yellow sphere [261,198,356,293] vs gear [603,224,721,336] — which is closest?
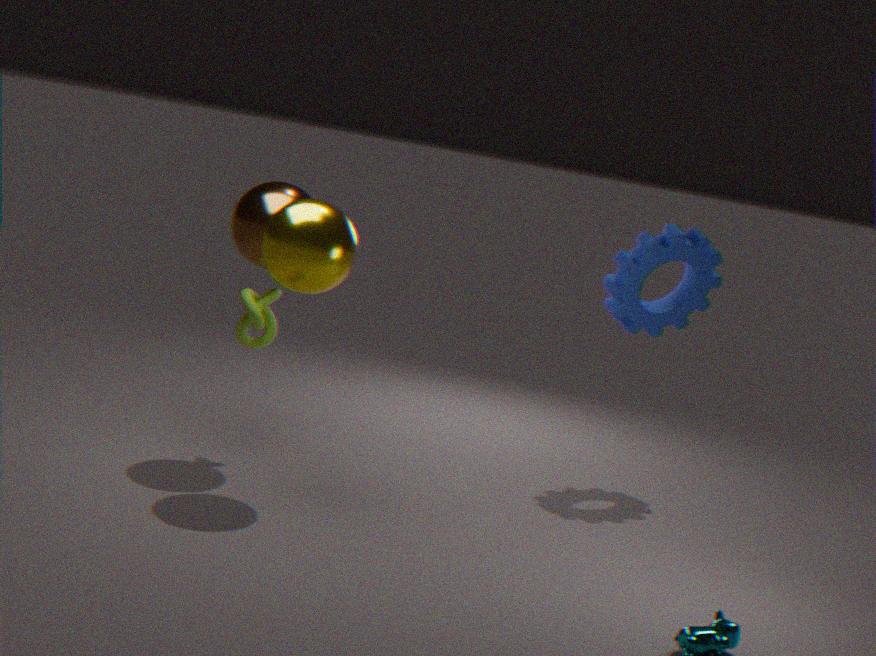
yellow sphere [261,198,356,293]
